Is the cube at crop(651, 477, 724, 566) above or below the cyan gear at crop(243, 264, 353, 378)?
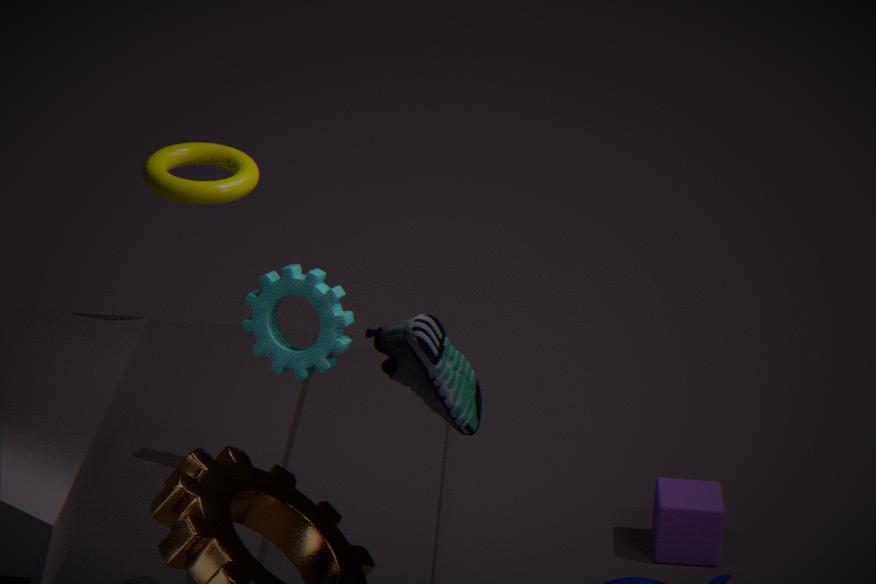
below
